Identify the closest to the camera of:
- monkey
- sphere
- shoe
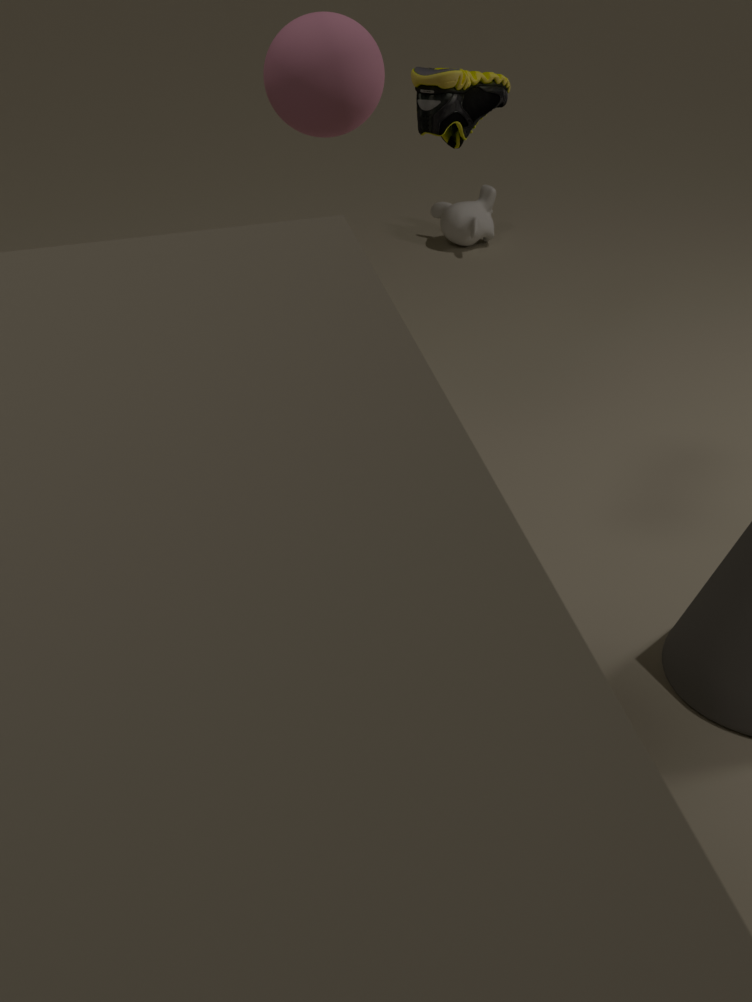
sphere
